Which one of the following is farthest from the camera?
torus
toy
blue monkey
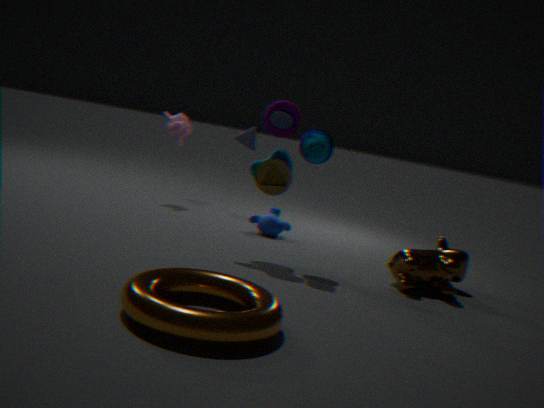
blue monkey
